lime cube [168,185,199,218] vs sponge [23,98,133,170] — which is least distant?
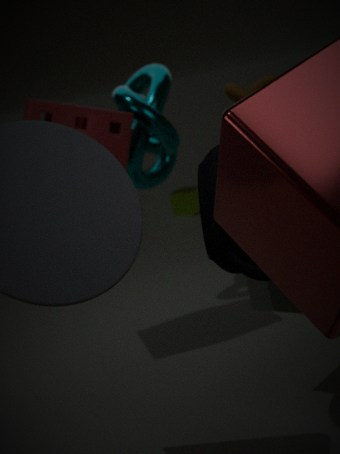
sponge [23,98,133,170]
